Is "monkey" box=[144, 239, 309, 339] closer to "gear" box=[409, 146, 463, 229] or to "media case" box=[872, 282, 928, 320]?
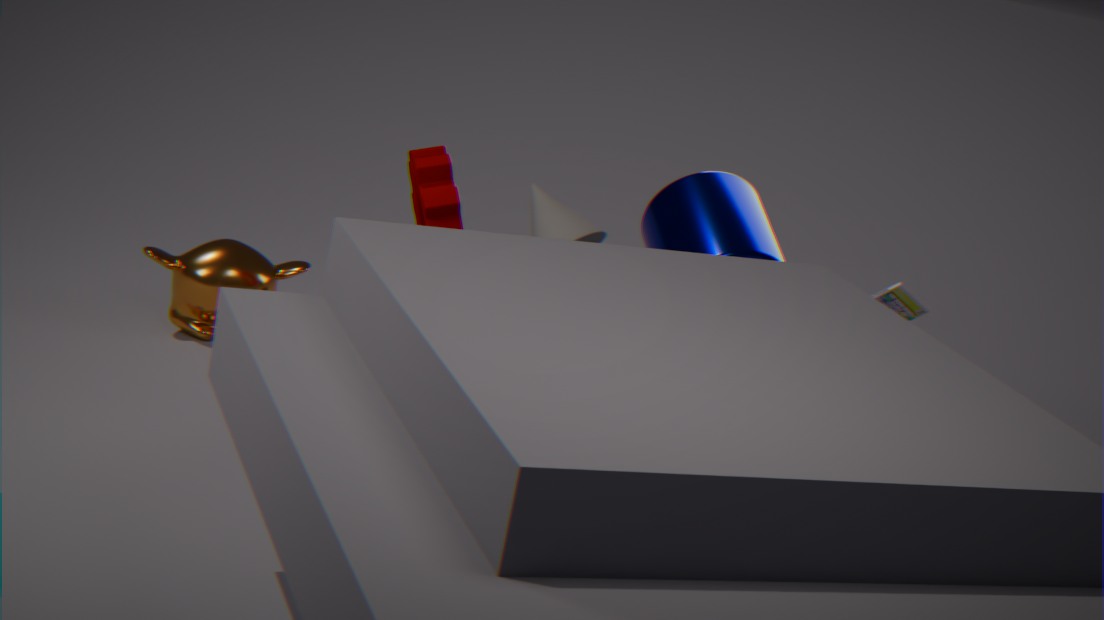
"gear" box=[409, 146, 463, 229]
